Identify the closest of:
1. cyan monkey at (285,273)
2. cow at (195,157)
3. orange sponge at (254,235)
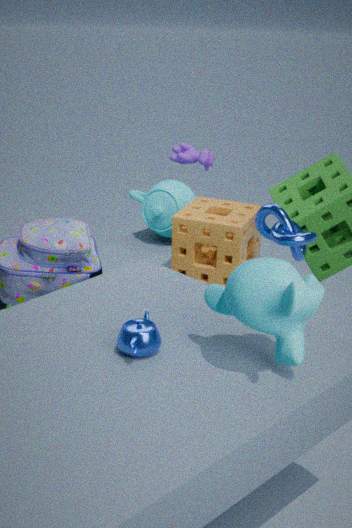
cyan monkey at (285,273)
